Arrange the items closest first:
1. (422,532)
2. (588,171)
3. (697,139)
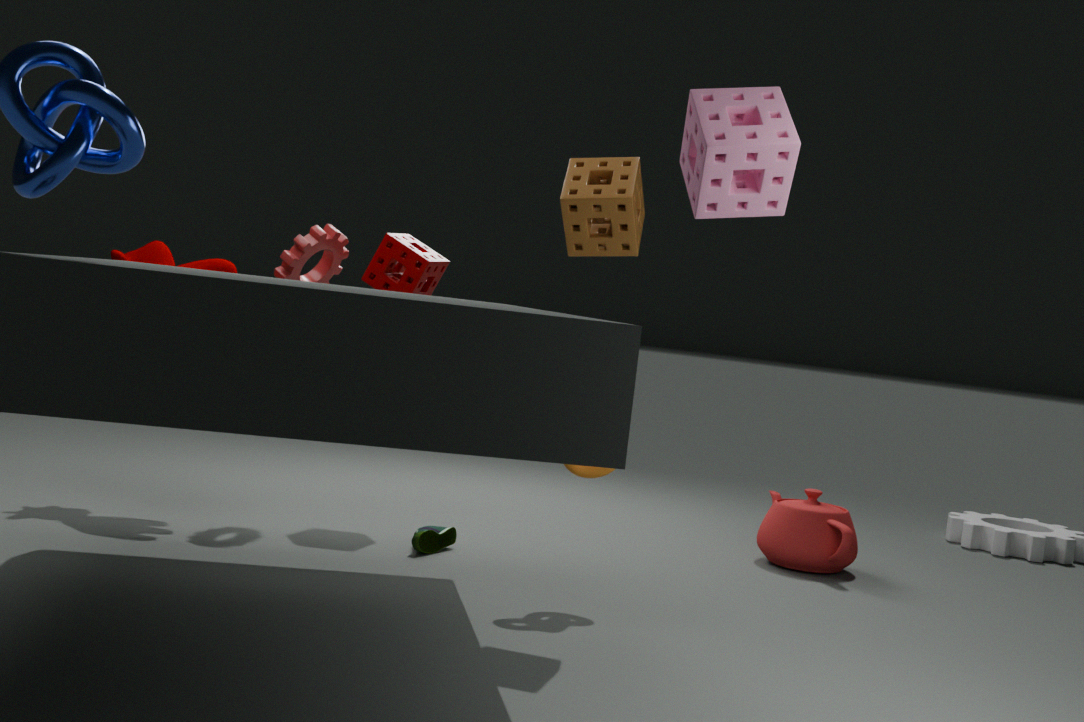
1. (697,139)
2. (588,171)
3. (422,532)
